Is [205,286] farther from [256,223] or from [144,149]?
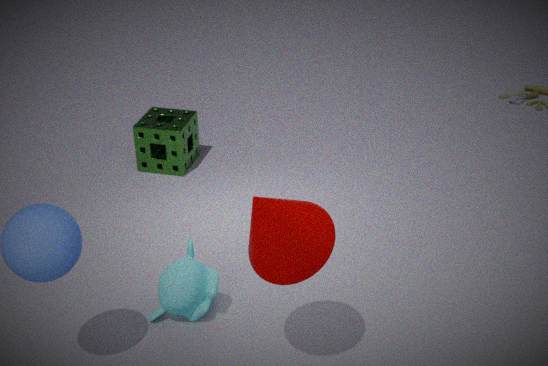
[144,149]
